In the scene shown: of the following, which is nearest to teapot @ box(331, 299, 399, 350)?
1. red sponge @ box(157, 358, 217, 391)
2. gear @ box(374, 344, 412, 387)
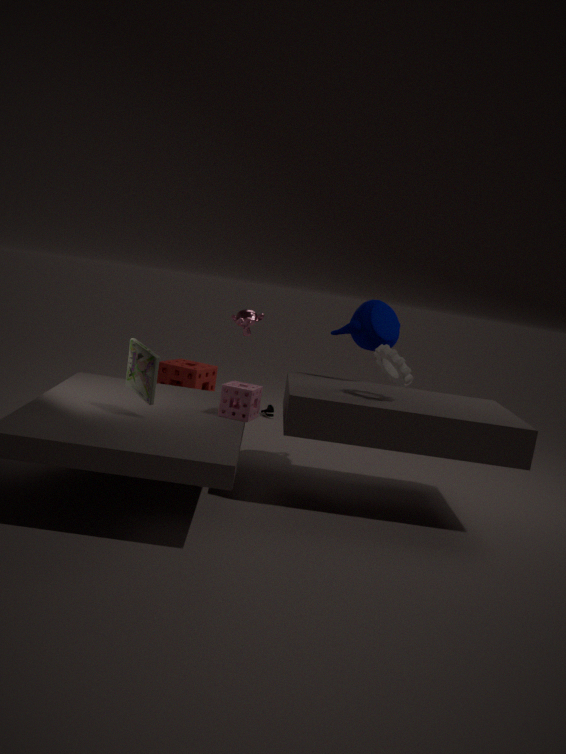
gear @ box(374, 344, 412, 387)
